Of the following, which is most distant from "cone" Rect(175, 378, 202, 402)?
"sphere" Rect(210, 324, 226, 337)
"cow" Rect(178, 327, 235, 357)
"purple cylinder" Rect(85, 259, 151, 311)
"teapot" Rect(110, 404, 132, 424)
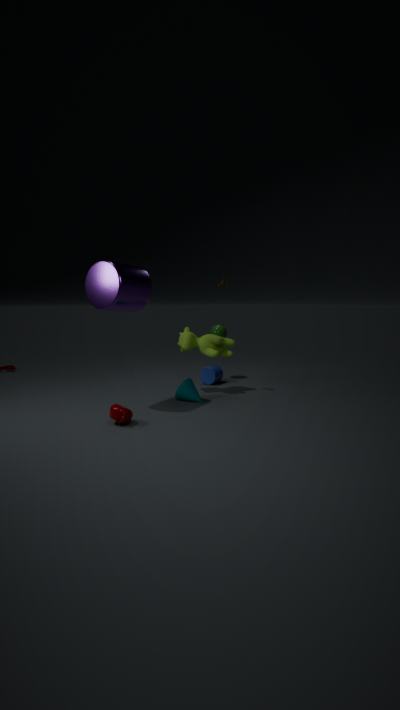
"sphere" Rect(210, 324, 226, 337)
